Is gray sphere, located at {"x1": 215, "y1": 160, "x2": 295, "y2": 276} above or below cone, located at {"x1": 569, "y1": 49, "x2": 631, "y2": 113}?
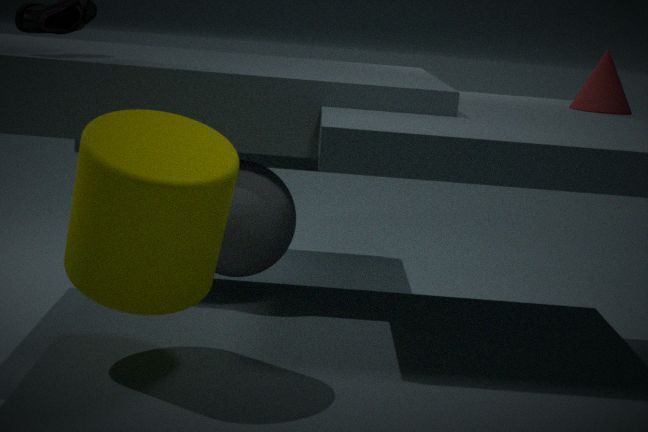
below
